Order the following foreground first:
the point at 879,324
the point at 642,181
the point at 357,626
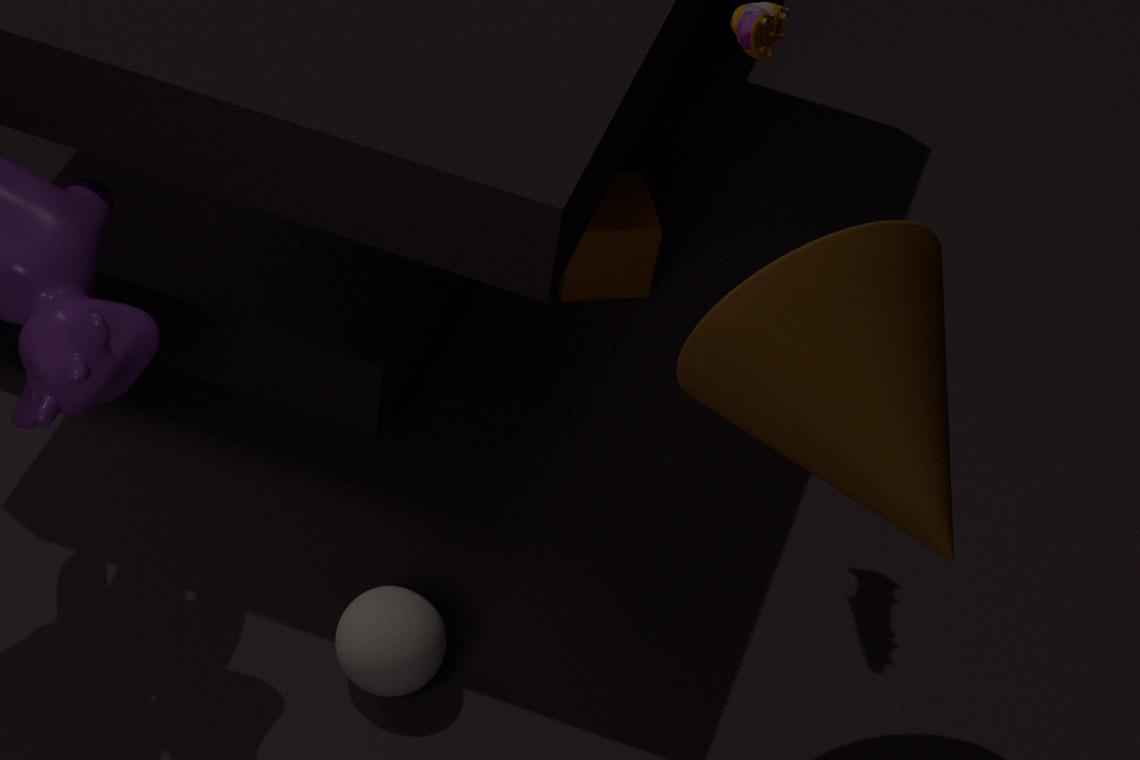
the point at 879,324, the point at 357,626, the point at 642,181
